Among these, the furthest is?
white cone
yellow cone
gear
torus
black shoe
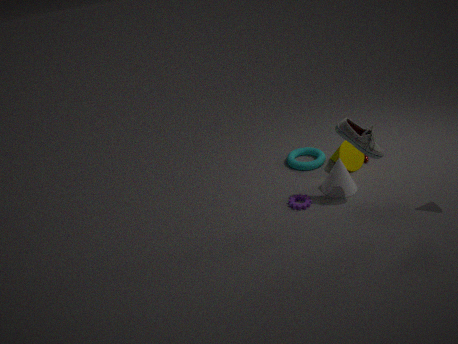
torus
